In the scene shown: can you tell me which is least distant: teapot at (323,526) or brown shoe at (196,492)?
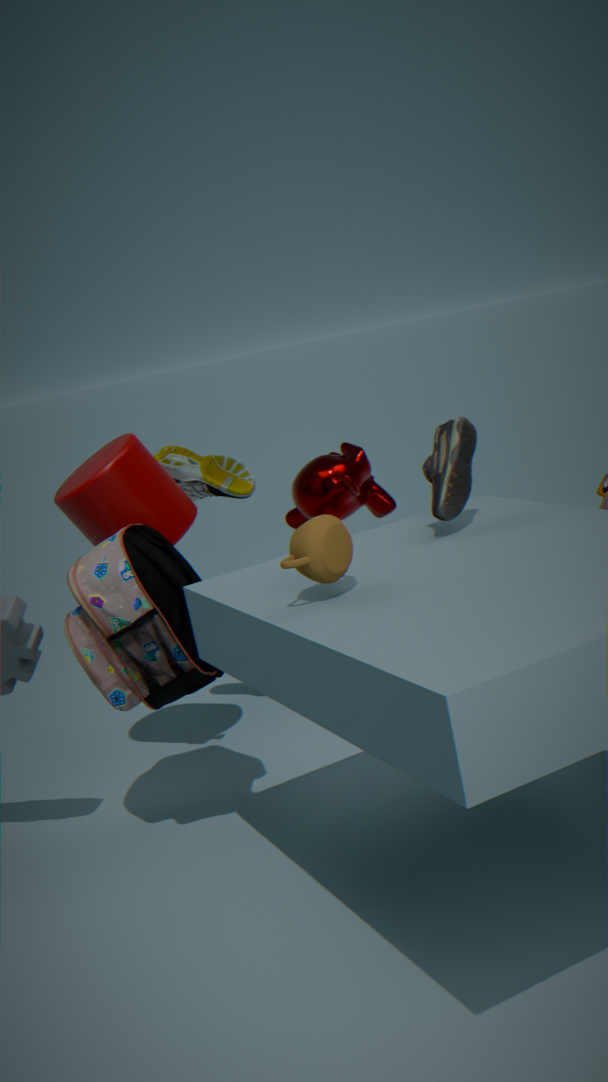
teapot at (323,526)
